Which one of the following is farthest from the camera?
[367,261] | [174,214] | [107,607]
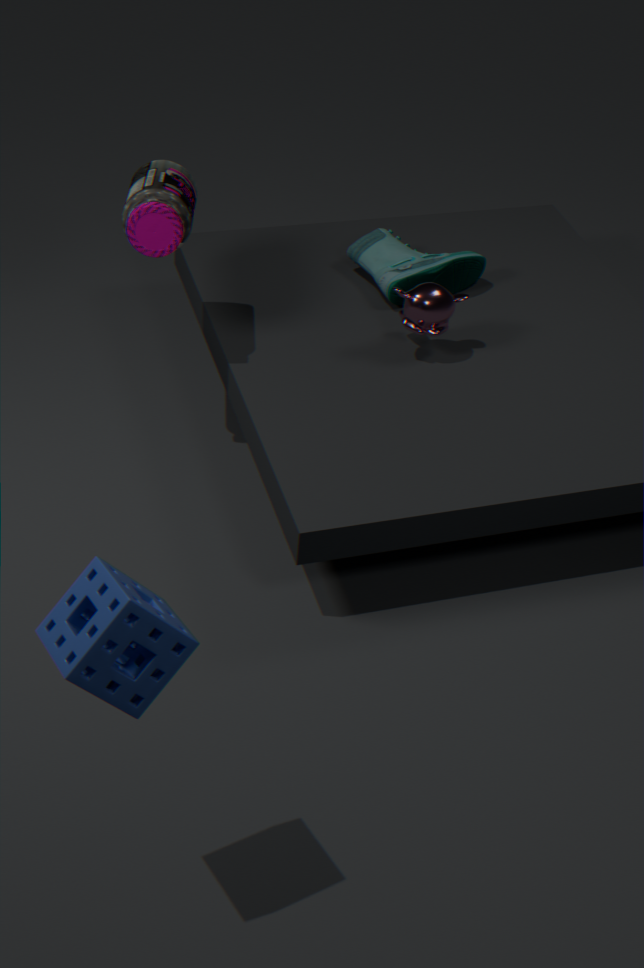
[367,261]
